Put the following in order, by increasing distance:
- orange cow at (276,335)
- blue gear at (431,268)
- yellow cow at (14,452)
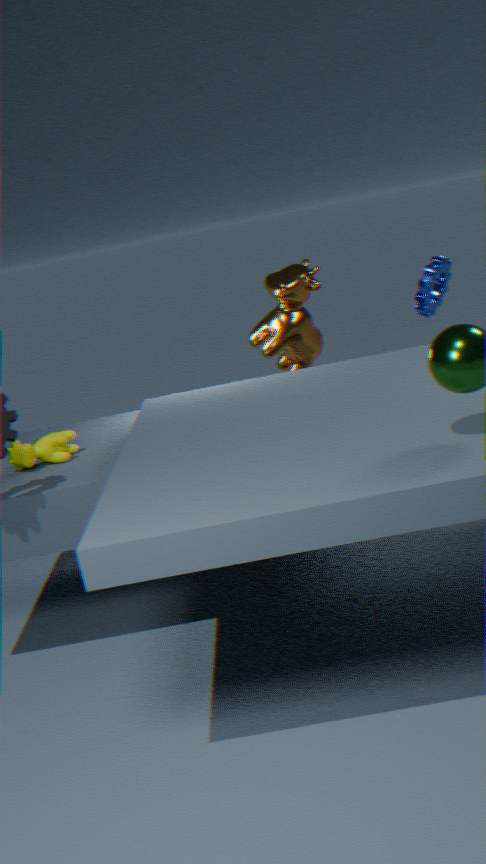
1. yellow cow at (14,452)
2. orange cow at (276,335)
3. blue gear at (431,268)
